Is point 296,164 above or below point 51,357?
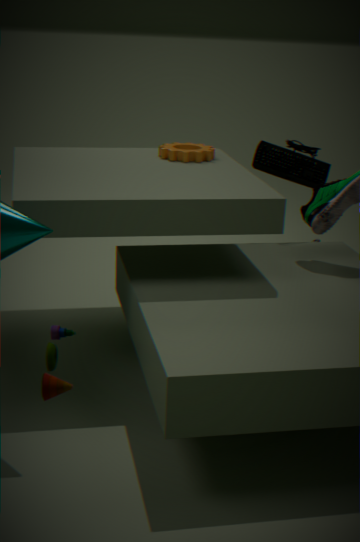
above
